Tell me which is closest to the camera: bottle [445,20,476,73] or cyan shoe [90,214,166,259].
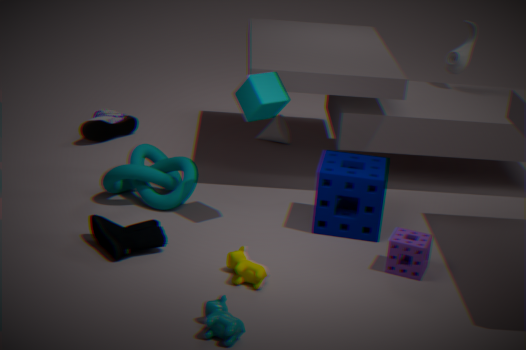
cyan shoe [90,214,166,259]
